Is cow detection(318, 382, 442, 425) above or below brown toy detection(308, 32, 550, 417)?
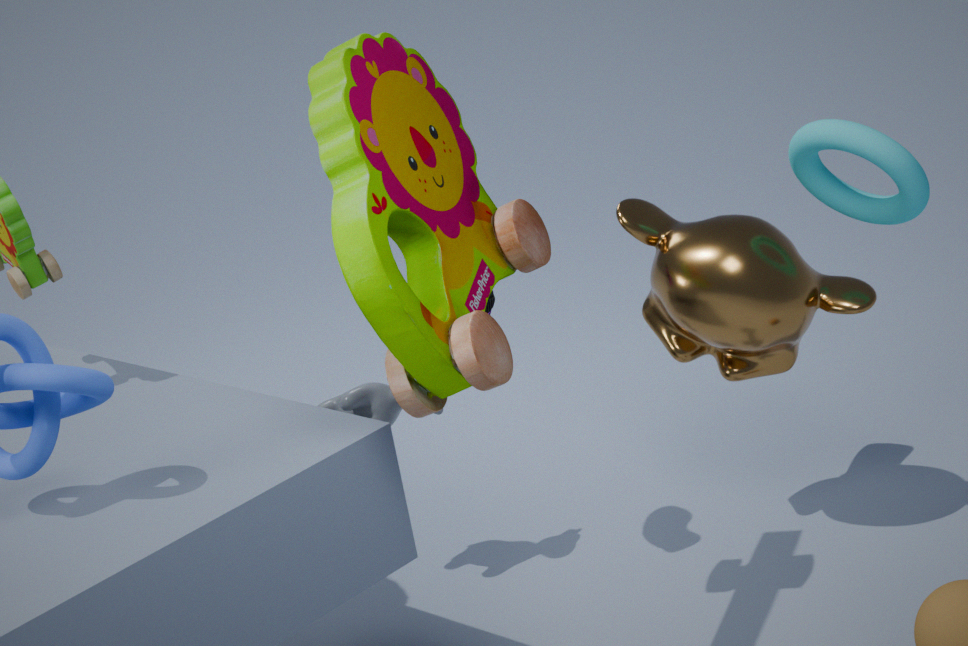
below
